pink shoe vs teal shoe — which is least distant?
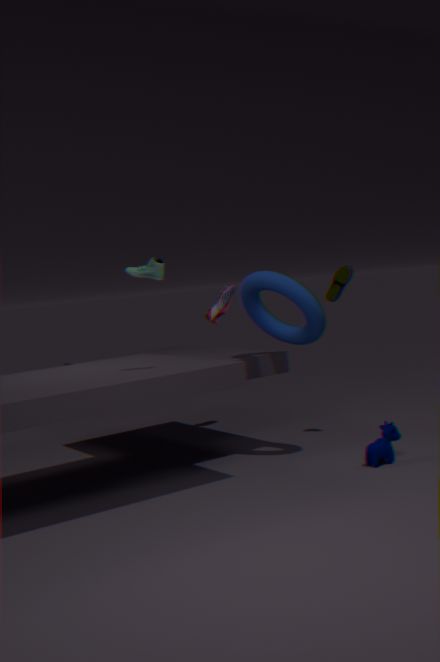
teal shoe
